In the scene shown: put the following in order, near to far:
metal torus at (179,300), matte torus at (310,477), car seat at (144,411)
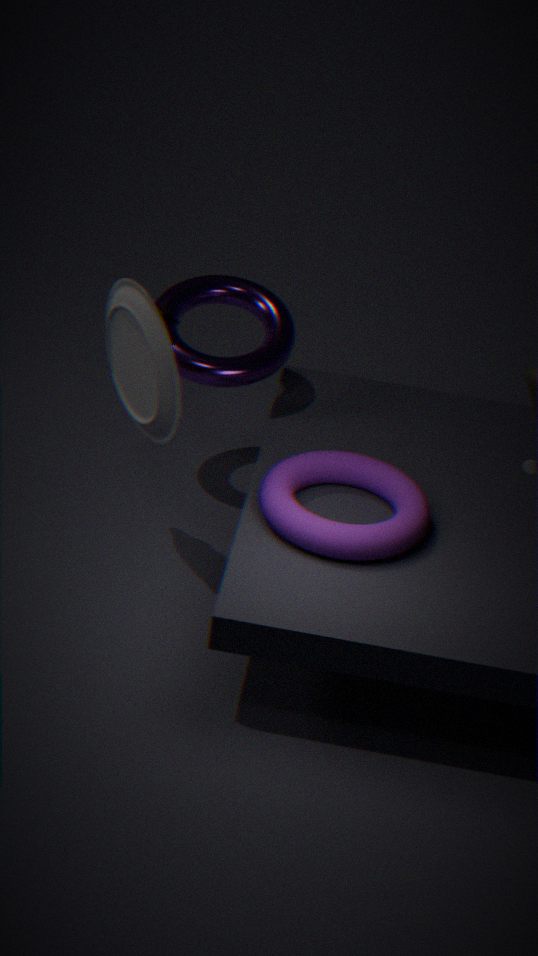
matte torus at (310,477) → car seat at (144,411) → metal torus at (179,300)
